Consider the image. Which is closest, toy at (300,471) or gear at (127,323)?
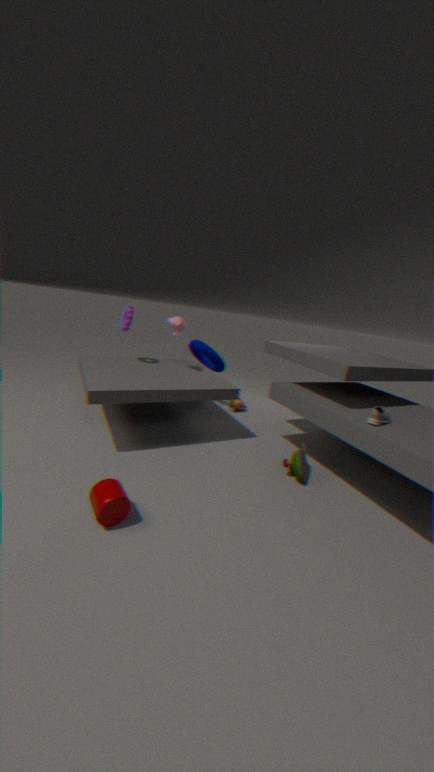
toy at (300,471)
